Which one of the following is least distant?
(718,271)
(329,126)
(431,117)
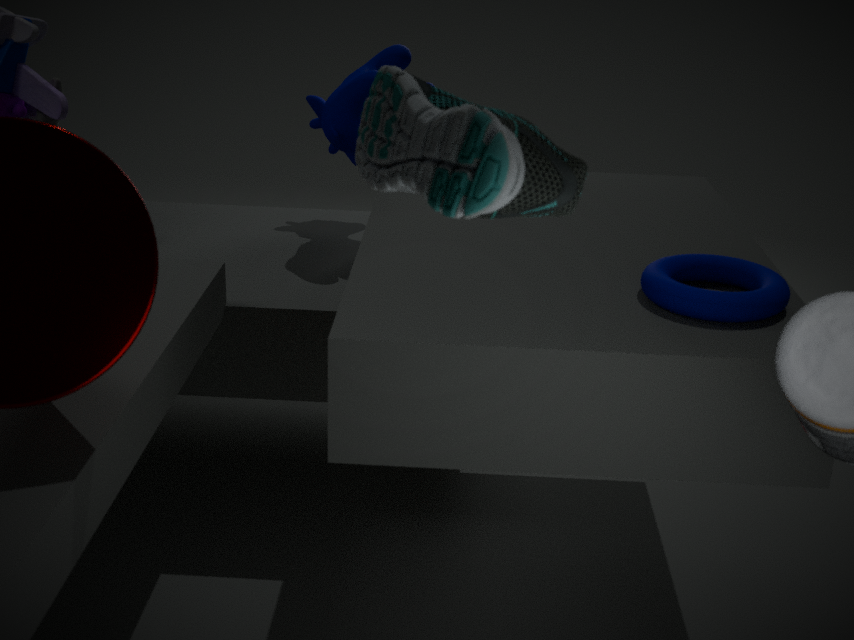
(431,117)
